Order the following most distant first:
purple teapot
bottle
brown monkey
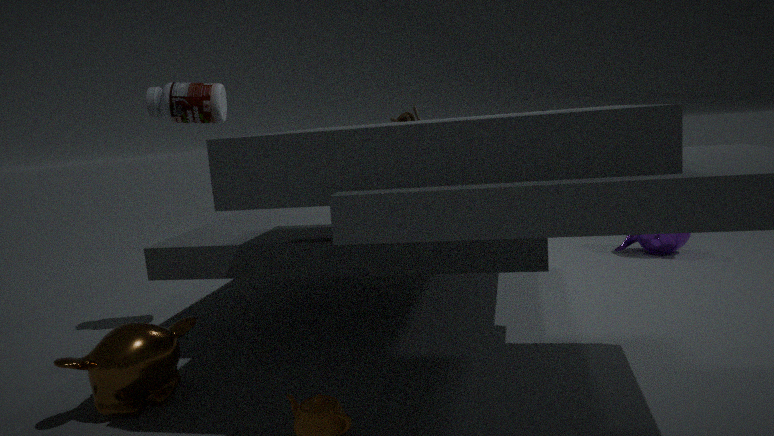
purple teapot < bottle < brown monkey
